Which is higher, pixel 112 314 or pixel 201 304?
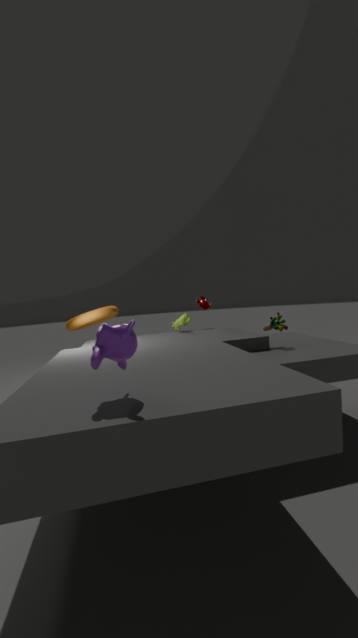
pixel 201 304
